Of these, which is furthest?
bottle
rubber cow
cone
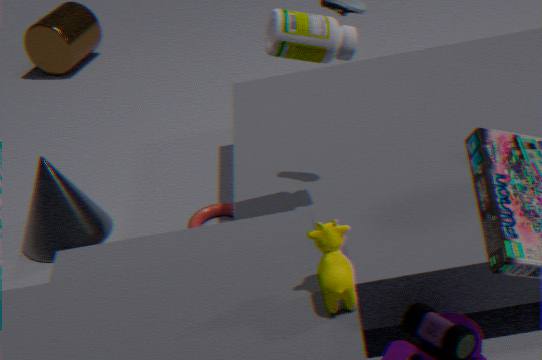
cone
